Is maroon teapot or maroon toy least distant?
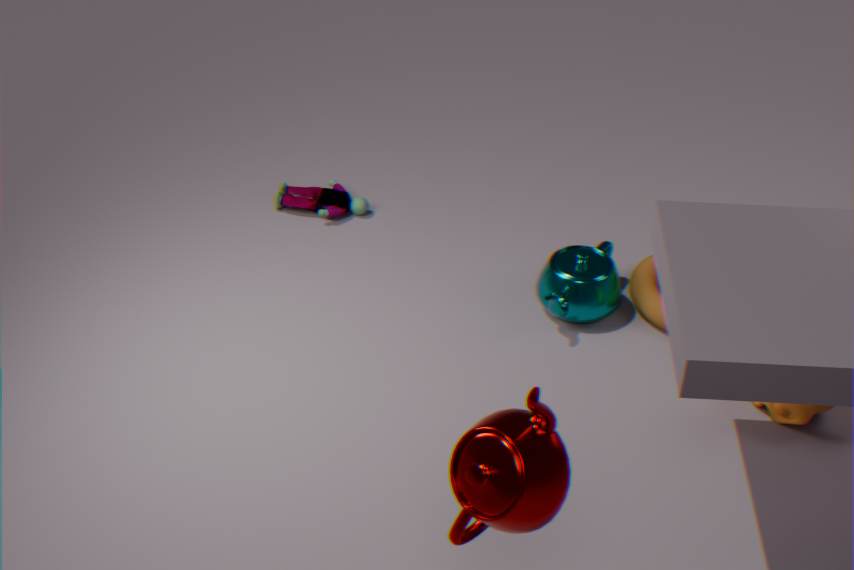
maroon teapot
